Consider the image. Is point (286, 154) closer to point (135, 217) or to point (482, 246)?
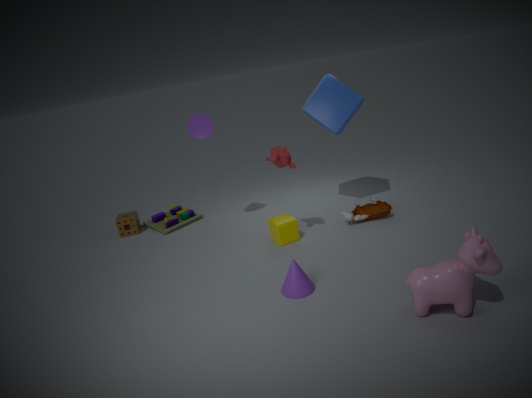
point (482, 246)
